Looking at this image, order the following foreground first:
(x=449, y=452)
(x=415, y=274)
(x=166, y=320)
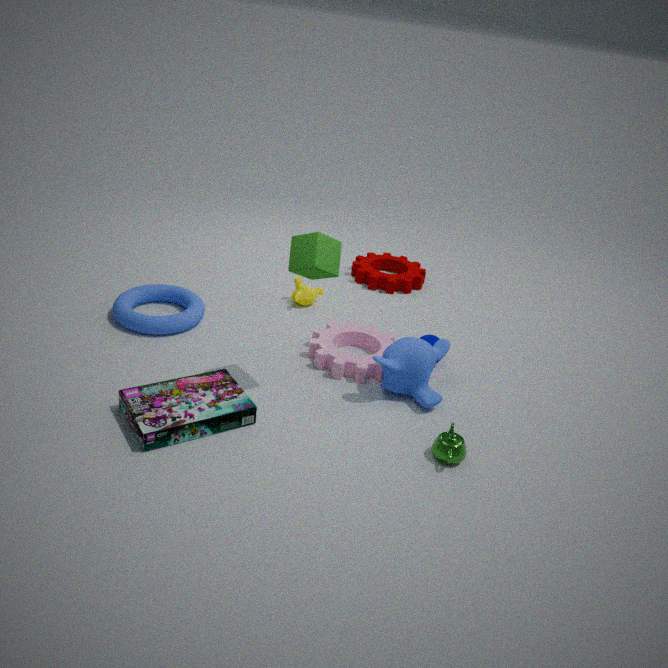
(x=449, y=452)
(x=166, y=320)
(x=415, y=274)
